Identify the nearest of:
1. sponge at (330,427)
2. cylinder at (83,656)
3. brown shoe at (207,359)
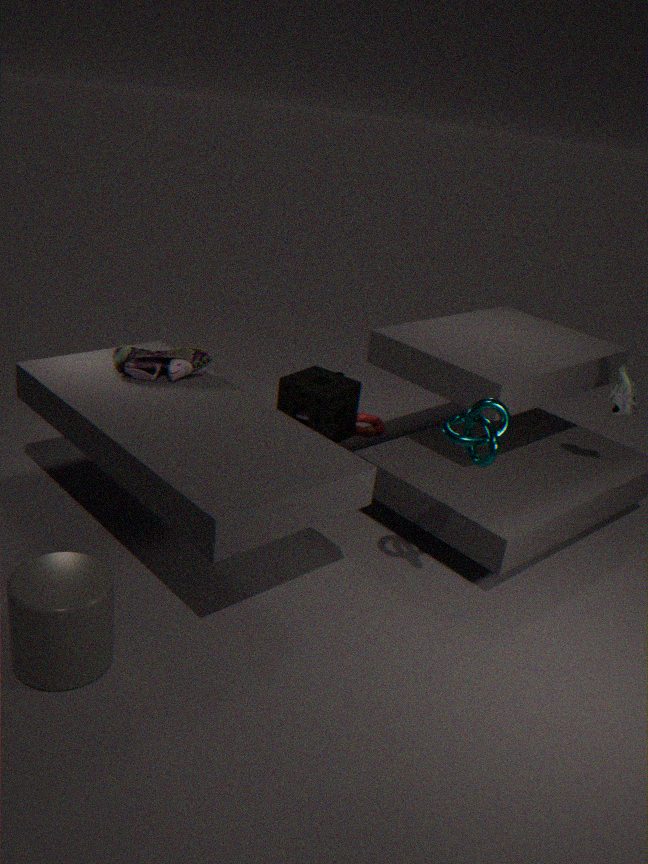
cylinder at (83,656)
